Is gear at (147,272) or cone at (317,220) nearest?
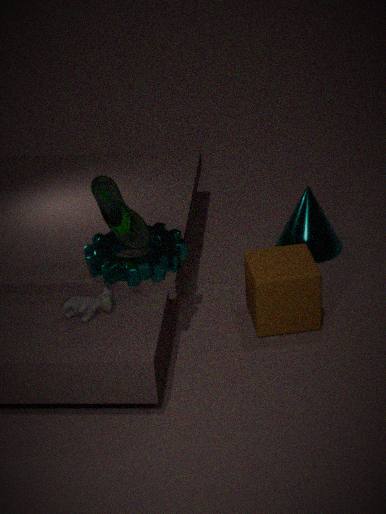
gear at (147,272)
